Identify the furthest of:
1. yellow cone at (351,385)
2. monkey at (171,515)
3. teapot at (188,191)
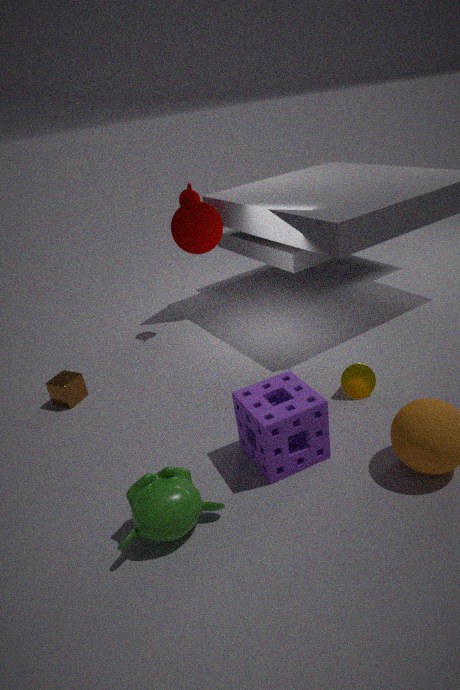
teapot at (188,191)
